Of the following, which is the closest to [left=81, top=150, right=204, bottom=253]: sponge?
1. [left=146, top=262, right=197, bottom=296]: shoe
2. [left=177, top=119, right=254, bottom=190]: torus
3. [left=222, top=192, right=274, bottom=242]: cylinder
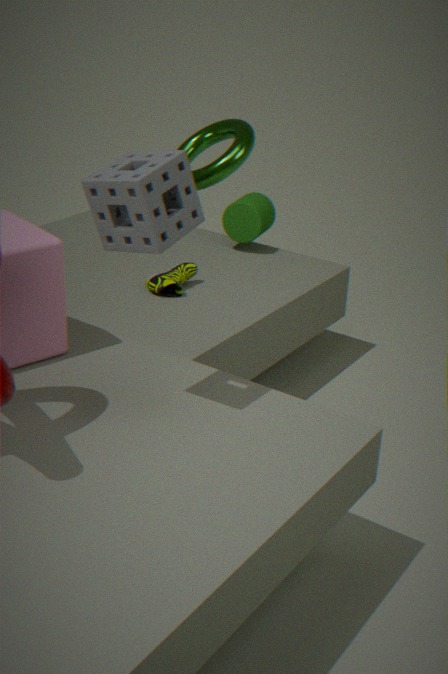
[left=177, top=119, right=254, bottom=190]: torus
